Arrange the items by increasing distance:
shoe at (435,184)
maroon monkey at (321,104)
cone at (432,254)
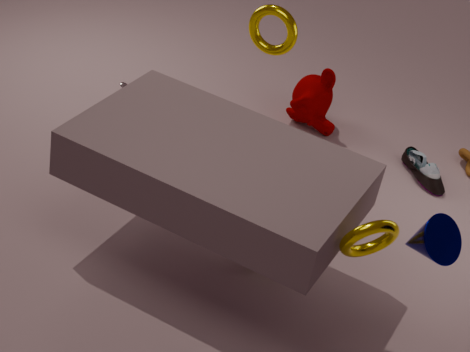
cone at (432,254)
shoe at (435,184)
maroon monkey at (321,104)
